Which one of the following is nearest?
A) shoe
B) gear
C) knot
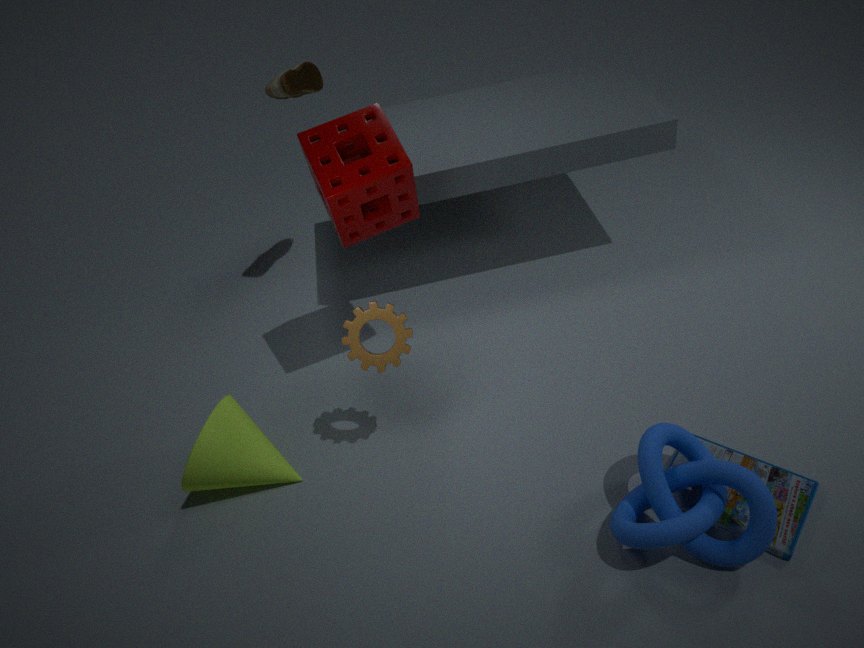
knot
